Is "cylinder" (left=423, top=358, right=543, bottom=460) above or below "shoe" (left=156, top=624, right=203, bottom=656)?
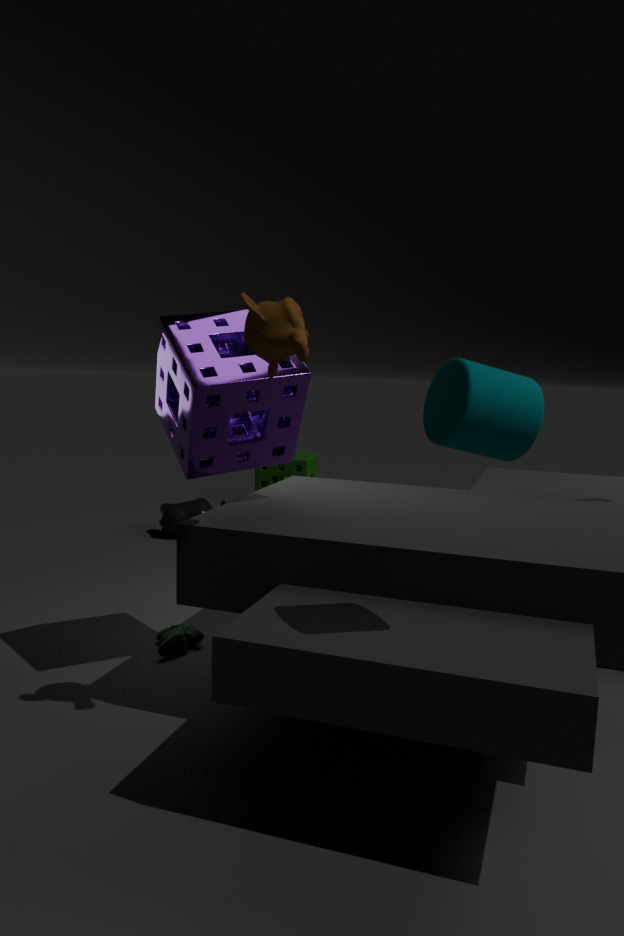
above
